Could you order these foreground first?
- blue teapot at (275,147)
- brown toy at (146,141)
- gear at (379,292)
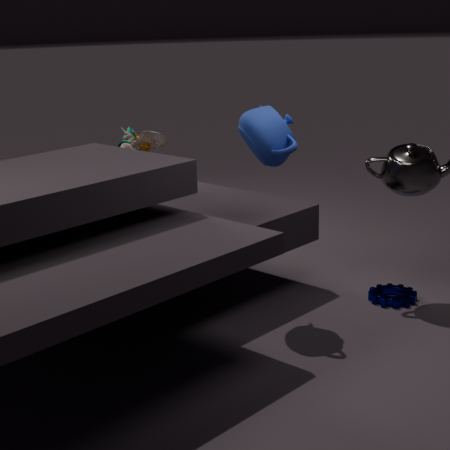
1. blue teapot at (275,147)
2. gear at (379,292)
3. brown toy at (146,141)
